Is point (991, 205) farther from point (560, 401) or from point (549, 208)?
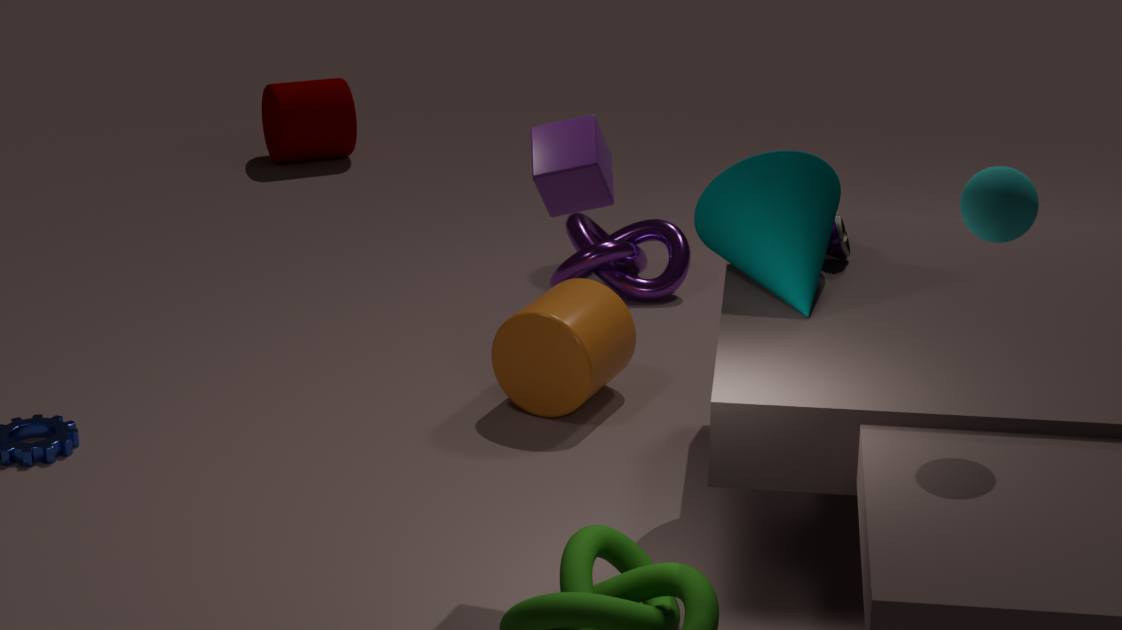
point (560, 401)
